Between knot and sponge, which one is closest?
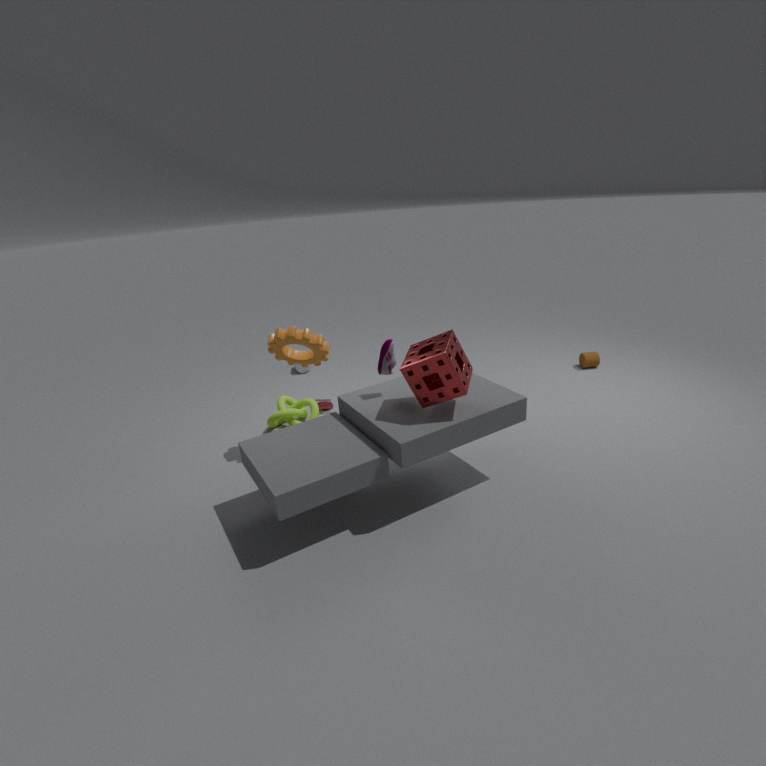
sponge
